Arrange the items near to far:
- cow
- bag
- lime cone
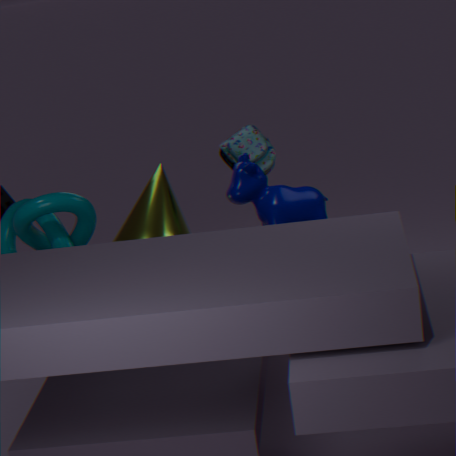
1. cow
2. lime cone
3. bag
